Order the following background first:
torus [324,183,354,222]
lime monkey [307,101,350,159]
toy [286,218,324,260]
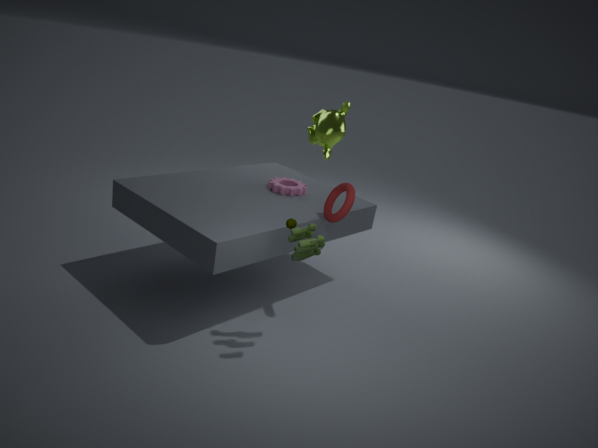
1. lime monkey [307,101,350,159]
2. torus [324,183,354,222]
3. toy [286,218,324,260]
